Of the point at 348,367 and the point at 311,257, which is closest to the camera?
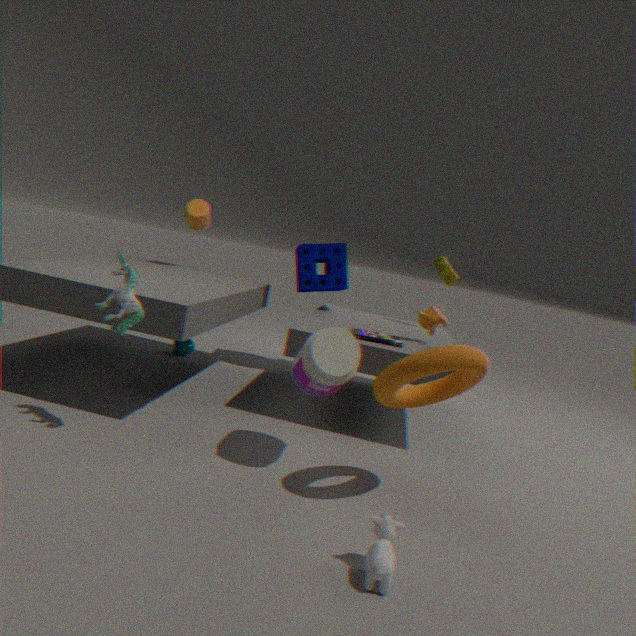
the point at 348,367
